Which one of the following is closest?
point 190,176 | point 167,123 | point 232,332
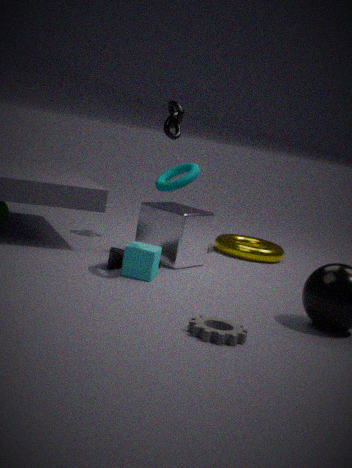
point 232,332
